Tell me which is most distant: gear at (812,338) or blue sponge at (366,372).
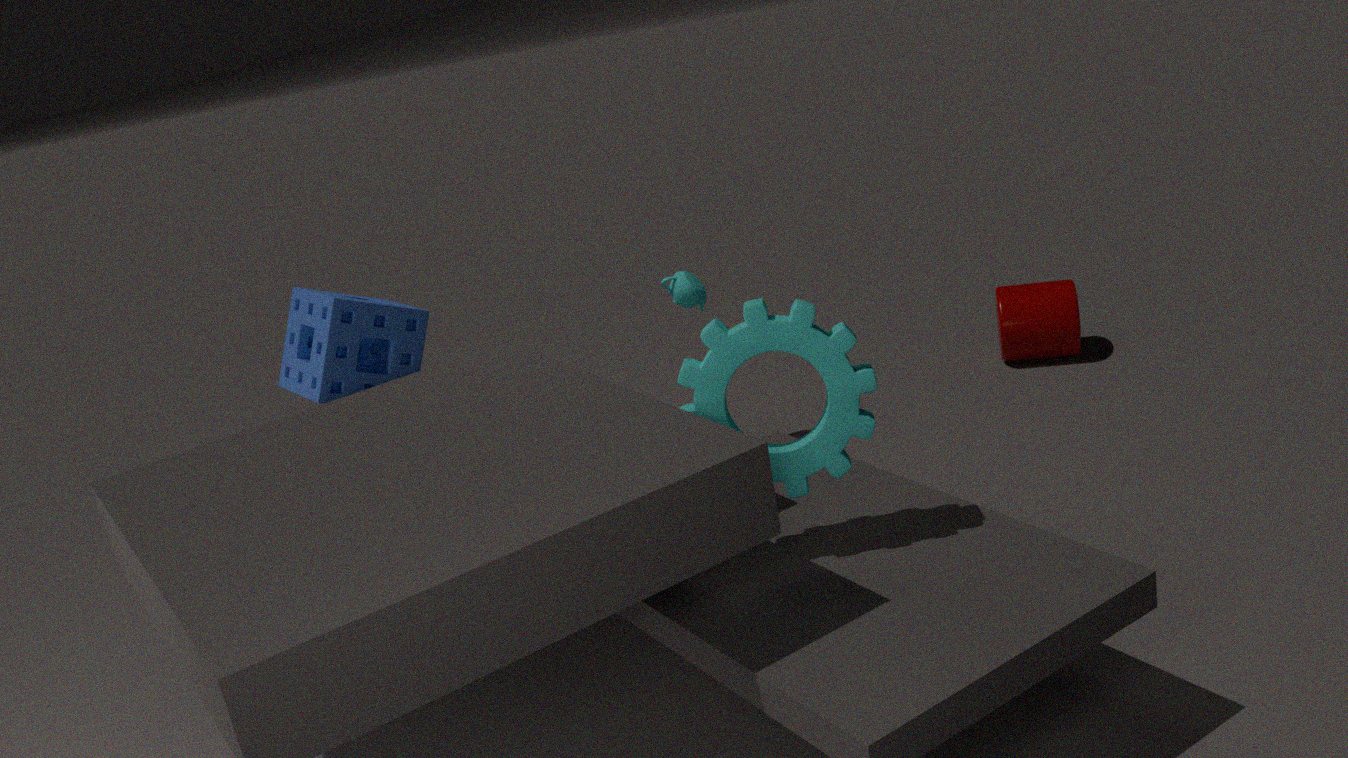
blue sponge at (366,372)
